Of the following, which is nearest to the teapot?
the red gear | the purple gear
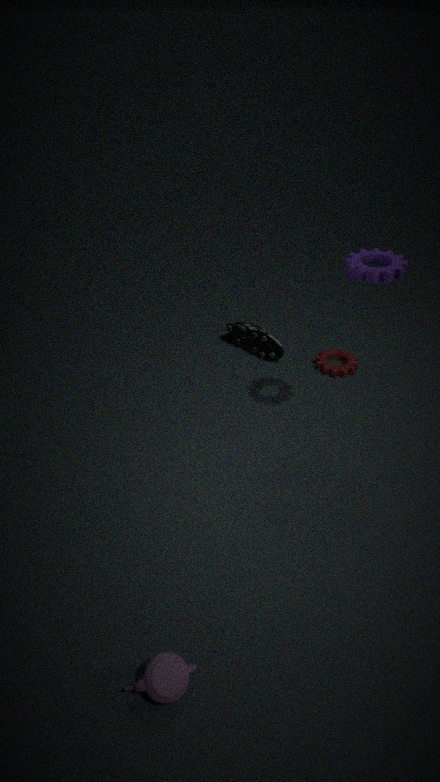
the purple gear
